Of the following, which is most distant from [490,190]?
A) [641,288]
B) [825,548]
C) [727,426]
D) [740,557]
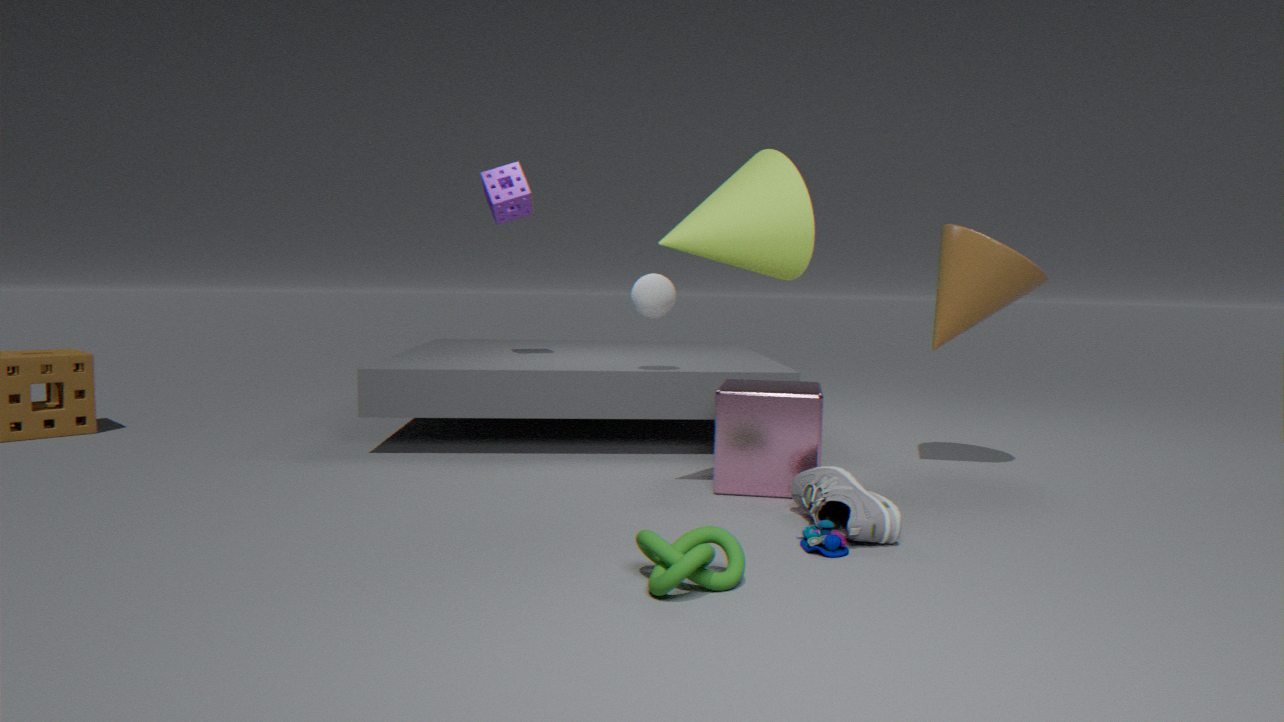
[740,557]
